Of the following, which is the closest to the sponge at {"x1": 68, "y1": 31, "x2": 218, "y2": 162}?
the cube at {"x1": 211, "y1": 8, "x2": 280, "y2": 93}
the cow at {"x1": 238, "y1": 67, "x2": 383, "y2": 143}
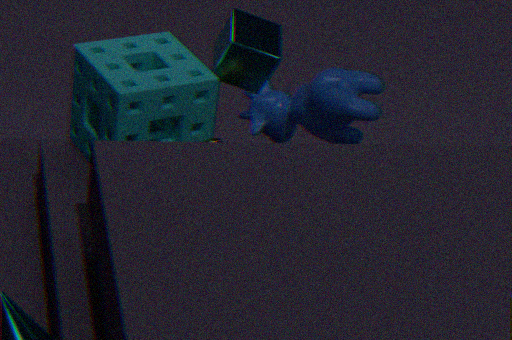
the cube at {"x1": 211, "y1": 8, "x2": 280, "y2": 93}
